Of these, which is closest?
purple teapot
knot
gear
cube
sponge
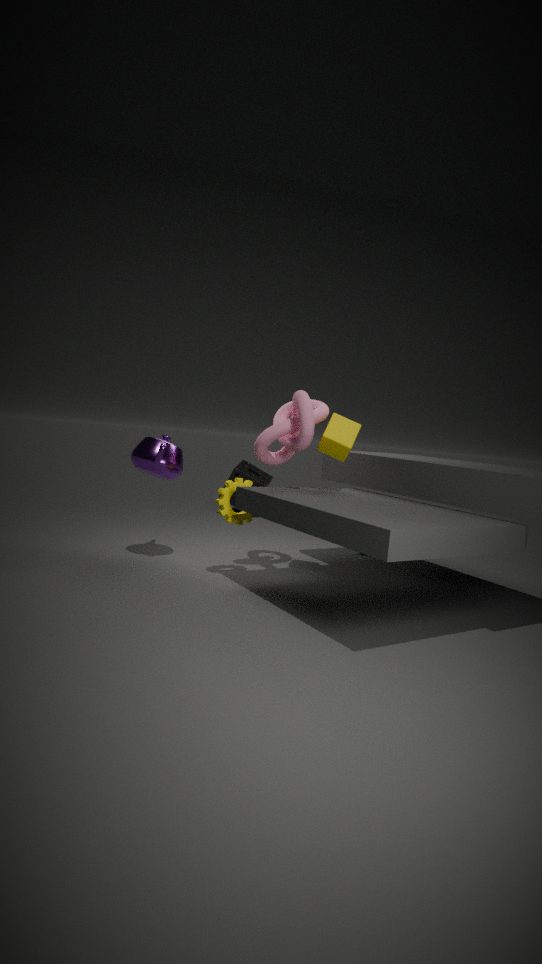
knot
